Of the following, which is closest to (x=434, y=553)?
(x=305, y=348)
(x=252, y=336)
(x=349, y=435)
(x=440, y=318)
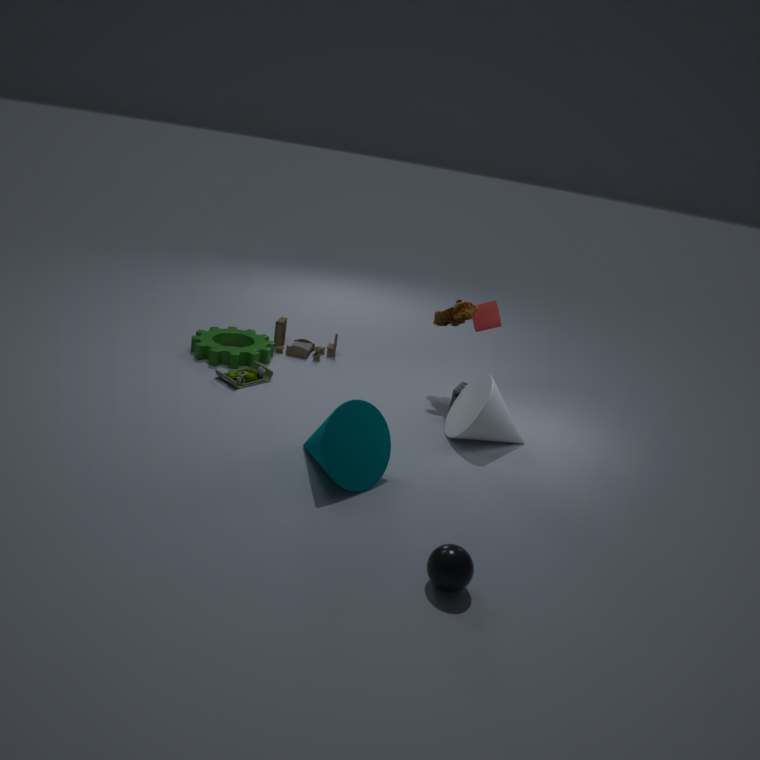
(x=349, y=435)
